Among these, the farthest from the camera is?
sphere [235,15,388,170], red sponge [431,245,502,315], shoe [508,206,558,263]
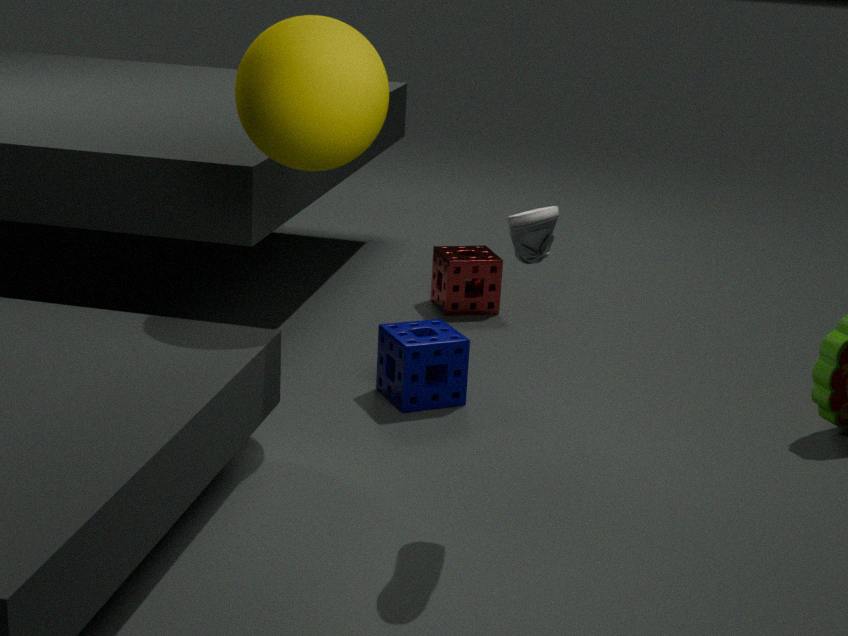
red sponge [431,245,502,315]
